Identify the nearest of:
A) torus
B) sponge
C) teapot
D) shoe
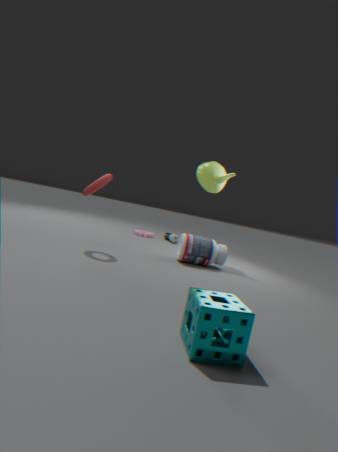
sponge
